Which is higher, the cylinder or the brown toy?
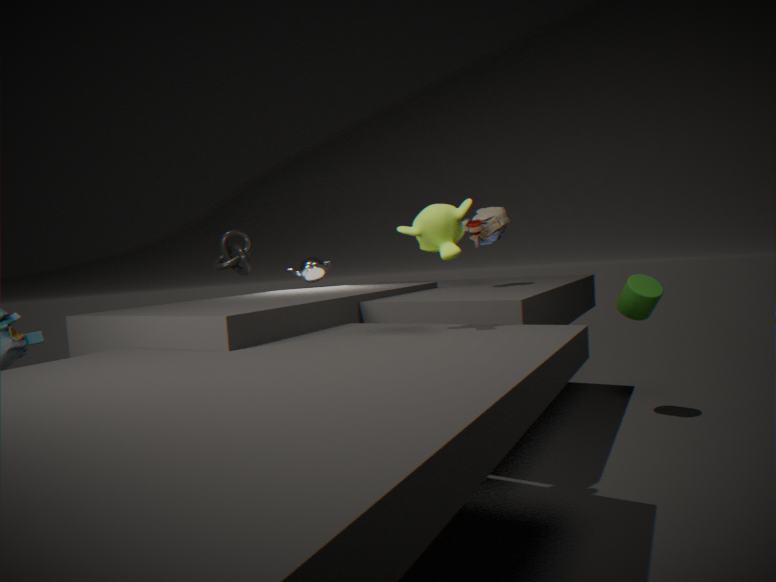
the brown toy
